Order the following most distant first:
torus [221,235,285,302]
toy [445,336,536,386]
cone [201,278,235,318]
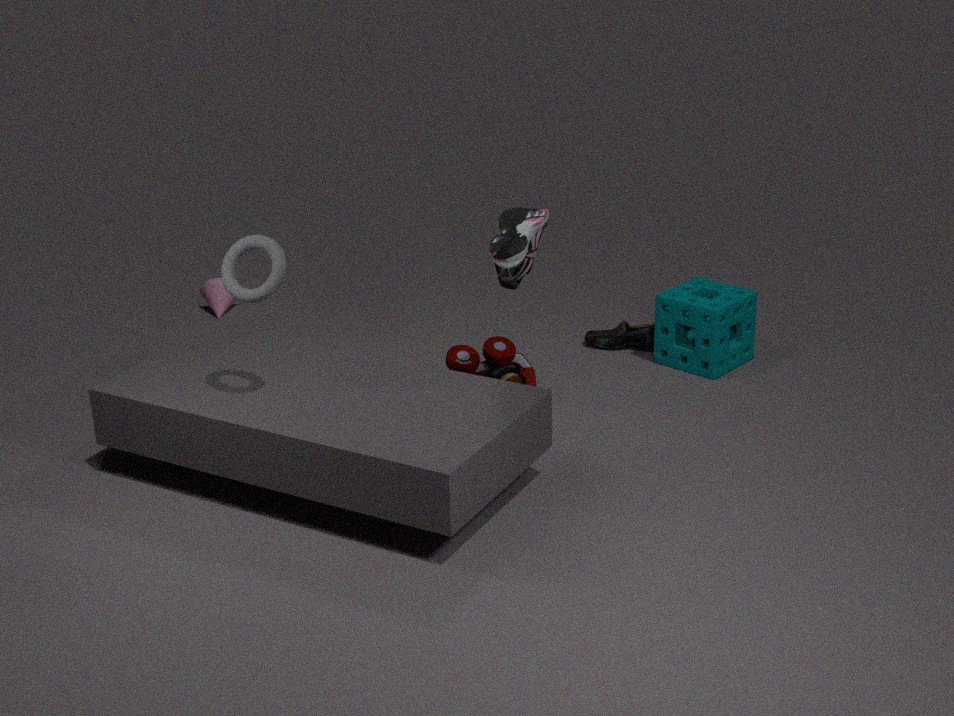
cone [201,278,235,318] → toy [445,336,536,386] → torus [221,235,285,302]
